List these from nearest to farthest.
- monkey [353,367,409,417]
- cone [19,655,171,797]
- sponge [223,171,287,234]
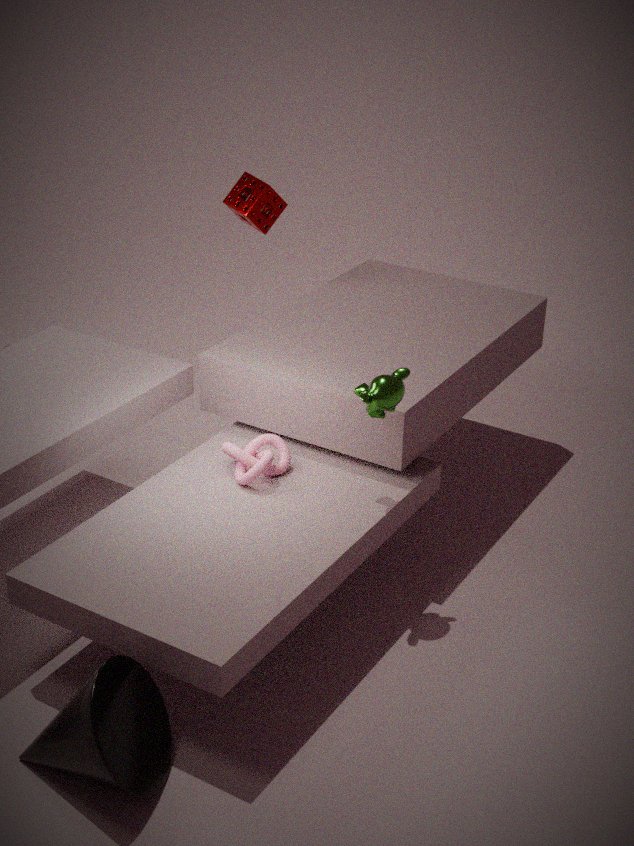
cone [19,655,171,797] < monkey [353,367,409,417] < sponge [223,171,287,234]
